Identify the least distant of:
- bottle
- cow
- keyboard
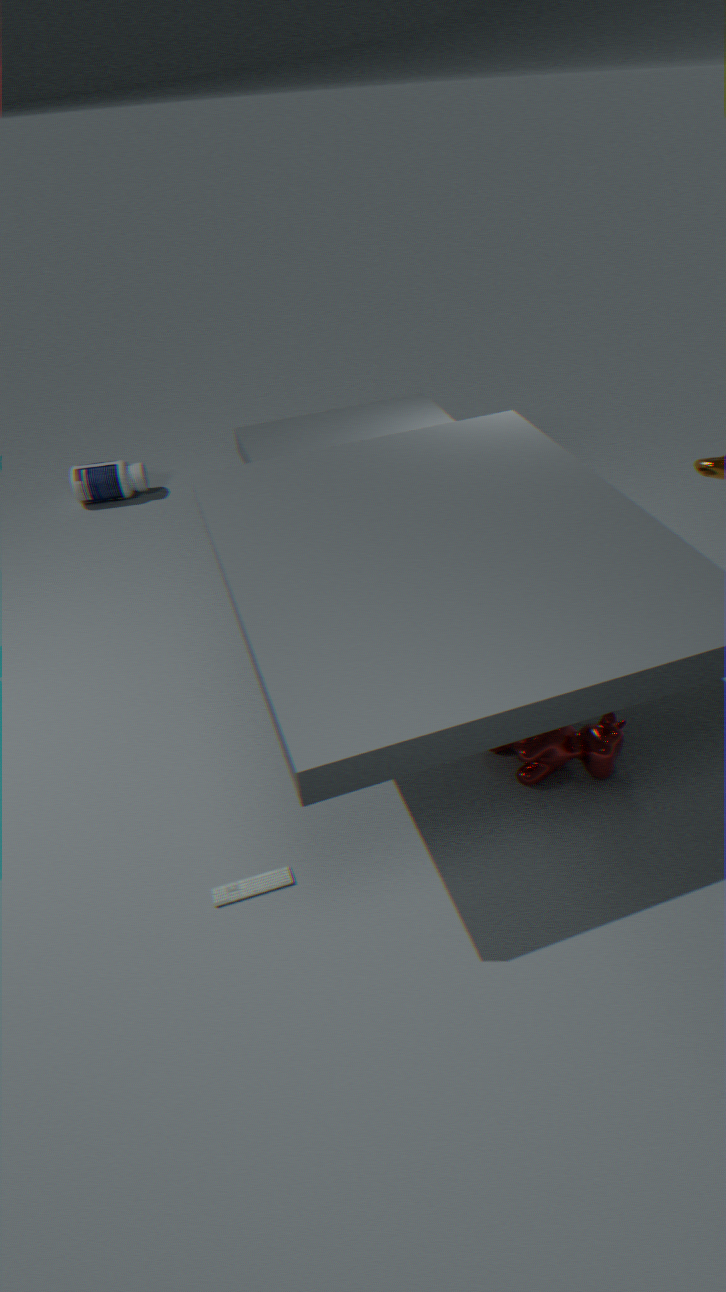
keyboard
